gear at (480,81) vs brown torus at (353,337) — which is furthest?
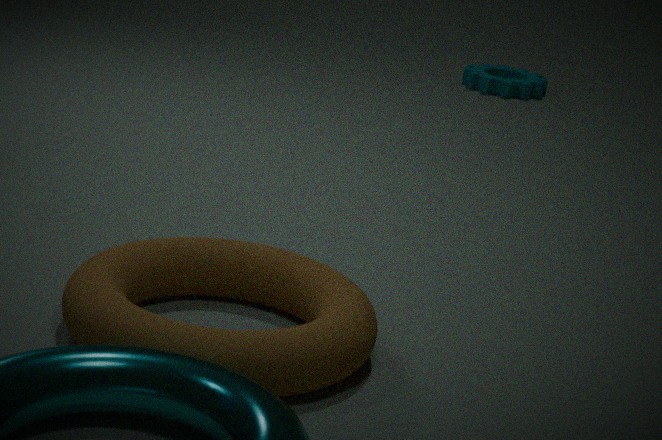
gear at (480,81)
